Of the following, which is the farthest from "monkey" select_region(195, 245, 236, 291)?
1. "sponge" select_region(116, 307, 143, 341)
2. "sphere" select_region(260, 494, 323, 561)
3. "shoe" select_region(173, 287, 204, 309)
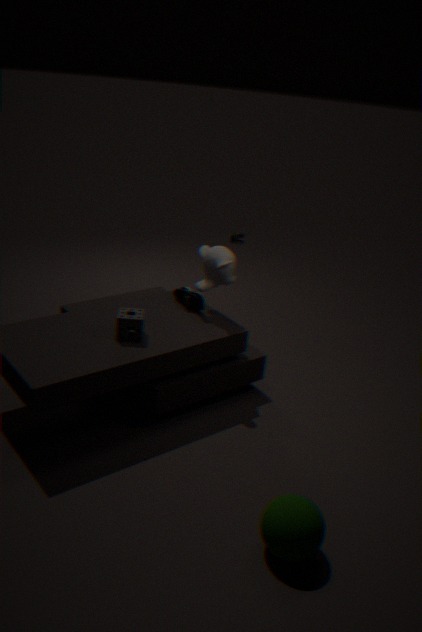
"sphere" select_region(260, 494, 323, 561)
